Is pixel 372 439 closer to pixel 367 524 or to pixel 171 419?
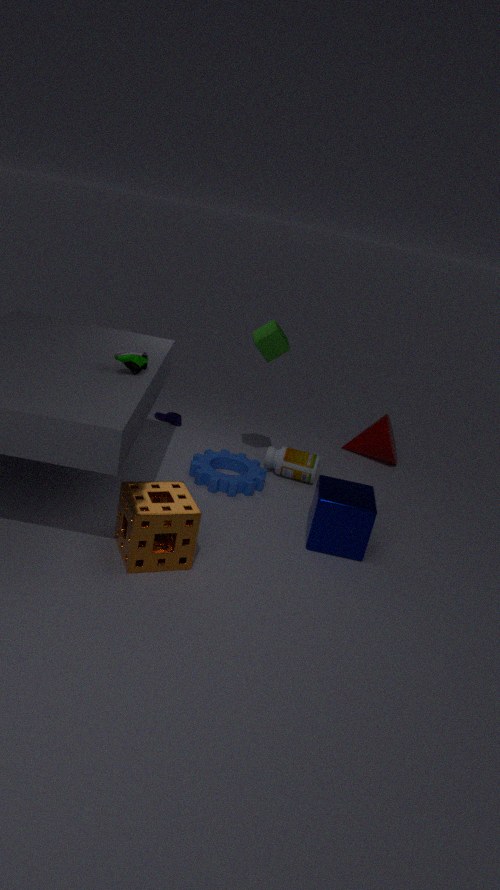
pixel 367 524
